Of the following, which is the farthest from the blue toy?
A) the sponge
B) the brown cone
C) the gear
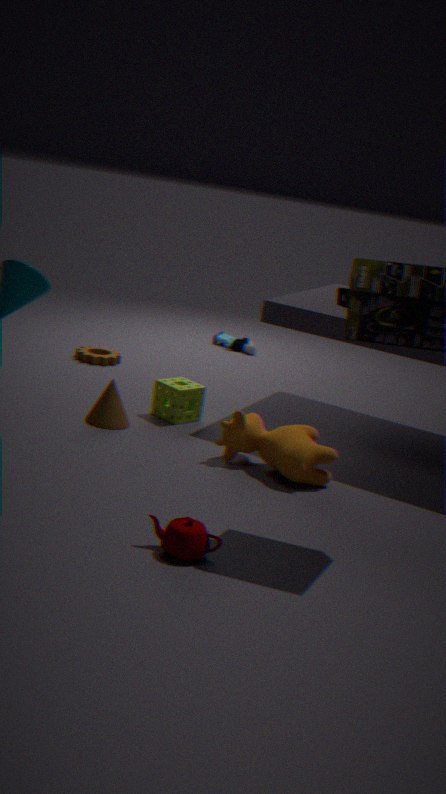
the brown cone
